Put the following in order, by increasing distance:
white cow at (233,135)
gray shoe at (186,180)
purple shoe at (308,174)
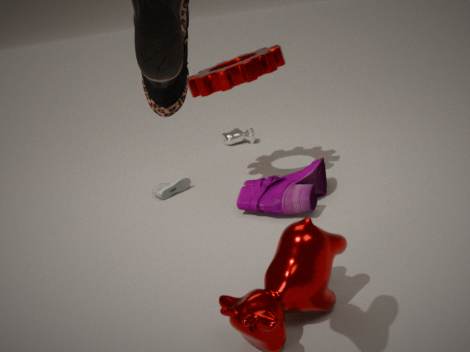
purple shoe at (308,174)
gray shoe at (186,180)
white cow at (233,135)
